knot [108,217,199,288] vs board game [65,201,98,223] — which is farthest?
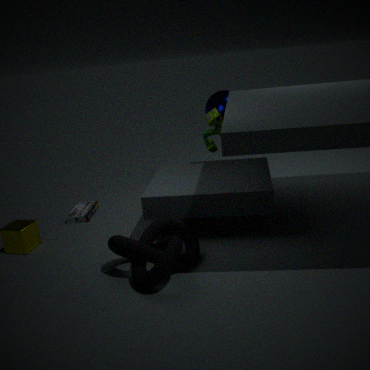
board game [65,201,98,223]
